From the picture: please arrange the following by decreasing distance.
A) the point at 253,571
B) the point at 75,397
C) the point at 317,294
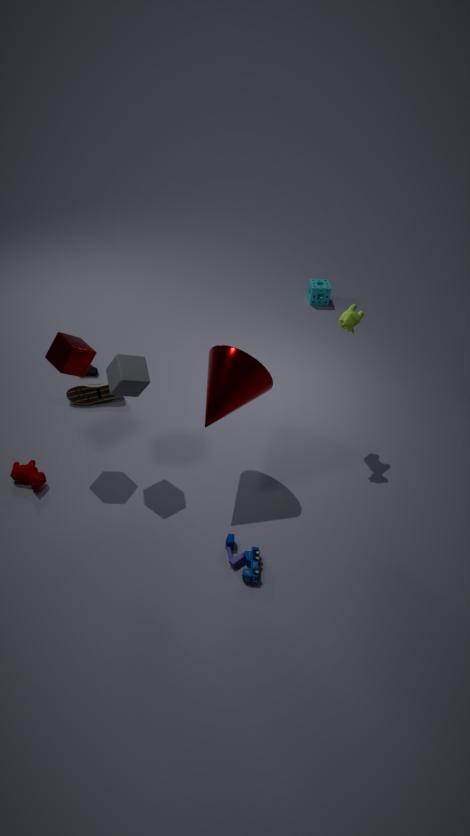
the point at 317,294 → the point at 75,397 → the point at 253,571
